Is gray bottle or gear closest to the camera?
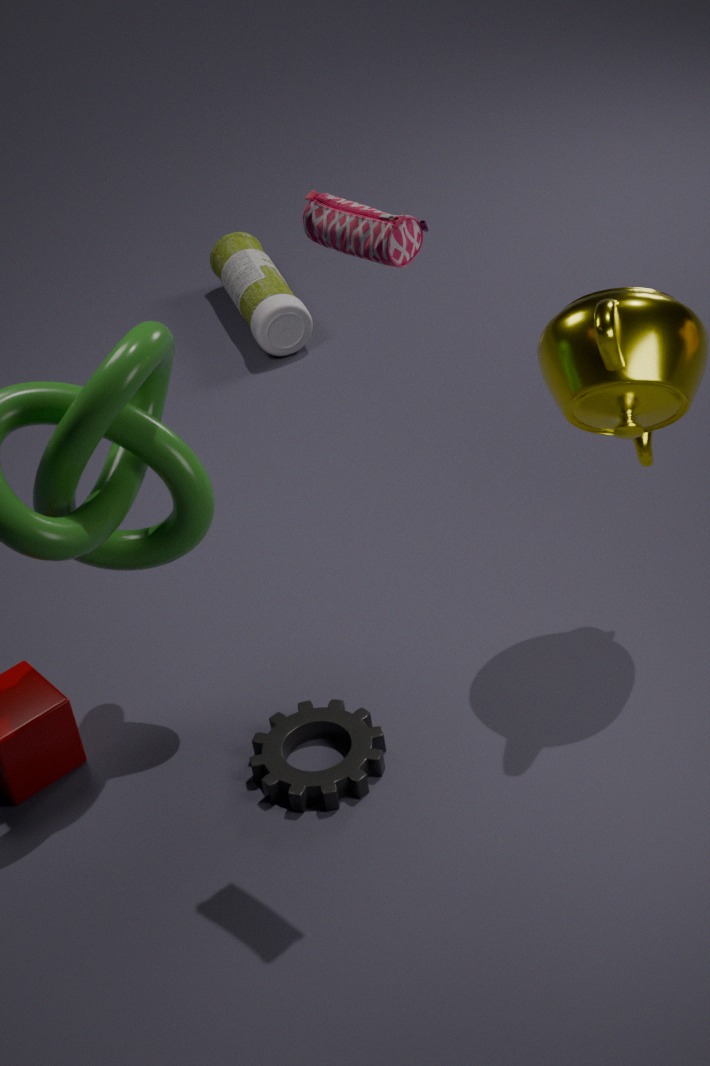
gear
